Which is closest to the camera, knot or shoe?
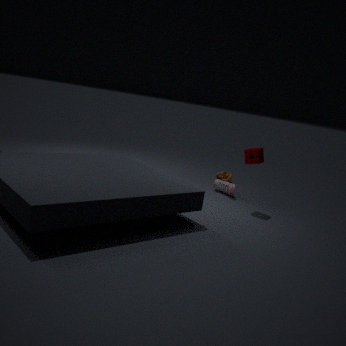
shoe
